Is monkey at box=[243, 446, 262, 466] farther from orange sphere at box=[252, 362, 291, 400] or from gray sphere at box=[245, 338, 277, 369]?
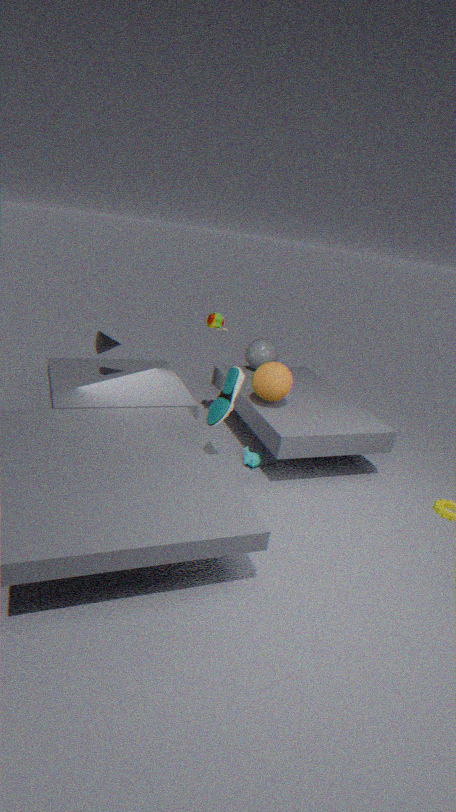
gray sphere at box=[245, 338, 277, 369]
